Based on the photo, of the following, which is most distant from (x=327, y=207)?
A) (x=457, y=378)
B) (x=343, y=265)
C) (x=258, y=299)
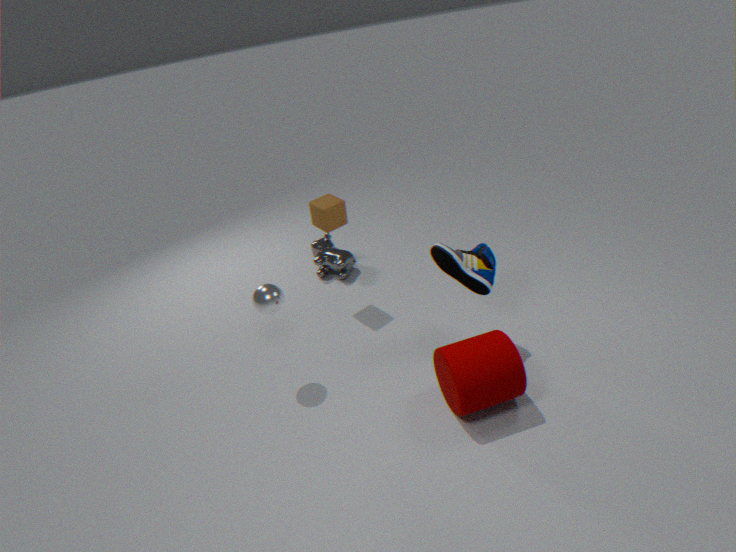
(x=457, y=378)
